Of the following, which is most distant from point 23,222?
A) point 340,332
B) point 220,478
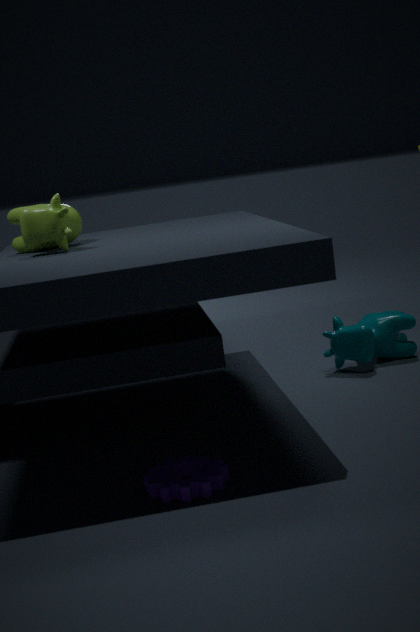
point 340,332
